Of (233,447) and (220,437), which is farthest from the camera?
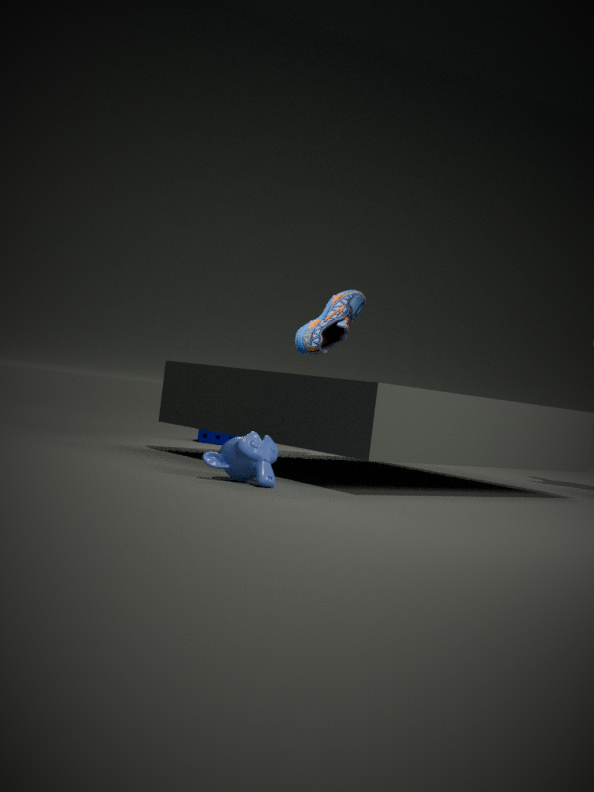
(220,437)
